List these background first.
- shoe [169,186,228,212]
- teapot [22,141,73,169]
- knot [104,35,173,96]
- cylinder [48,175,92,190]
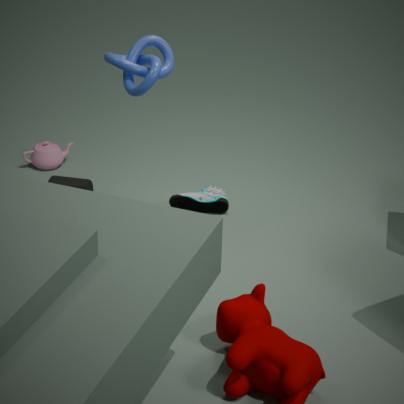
teapot [22,141,73,169] < shoe [169,186,228,212] < cylinder [48,175,92,190] < knot [104,35,173,96]
